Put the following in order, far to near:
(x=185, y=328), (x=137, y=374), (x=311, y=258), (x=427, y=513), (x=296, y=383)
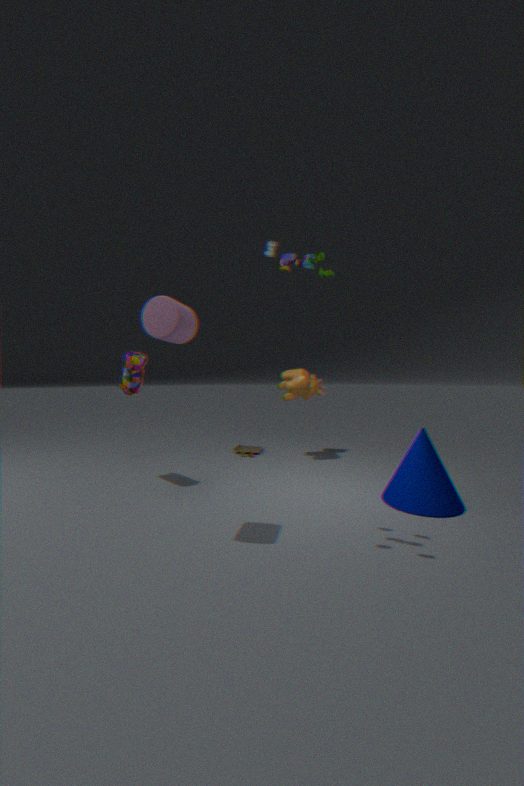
(x=296, y=383) < (x=137, y=374) < (x=427, y=513) < (x=185, y=328) < (x=311, y=258)
